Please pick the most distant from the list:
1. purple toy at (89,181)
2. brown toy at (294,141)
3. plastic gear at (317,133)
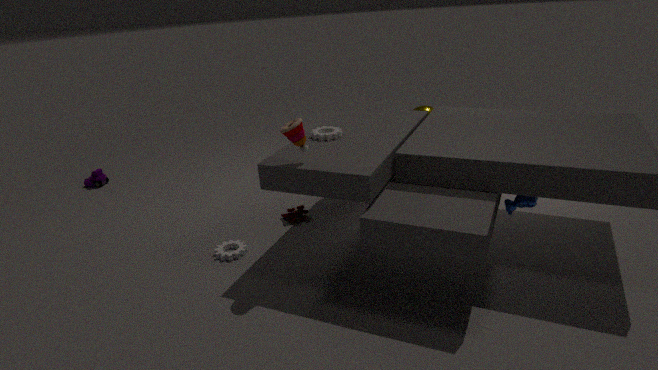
purple toy at (89,181)
